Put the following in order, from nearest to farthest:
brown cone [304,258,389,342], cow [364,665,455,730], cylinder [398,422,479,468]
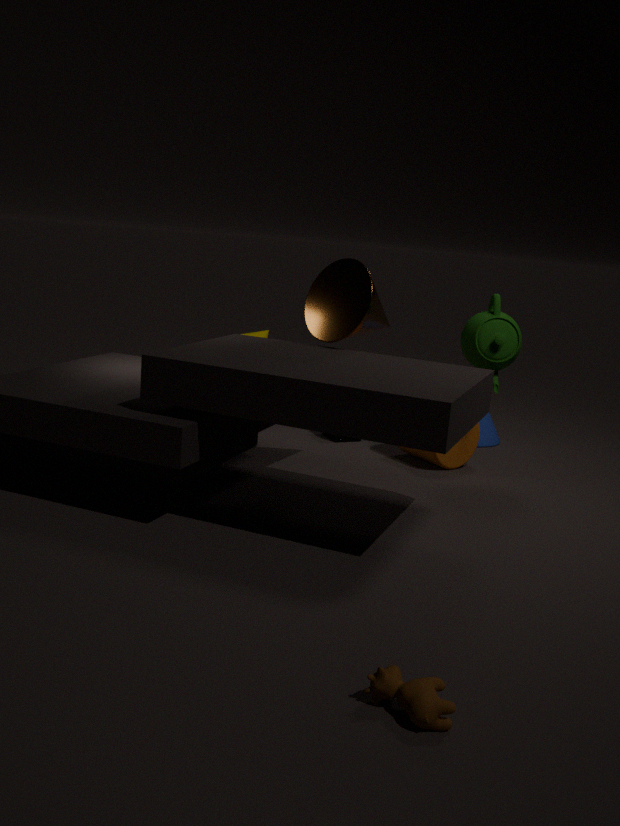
cow [364,665,455,730], brown cone [304,258,389,342], cylinder [398,422,479,468]
